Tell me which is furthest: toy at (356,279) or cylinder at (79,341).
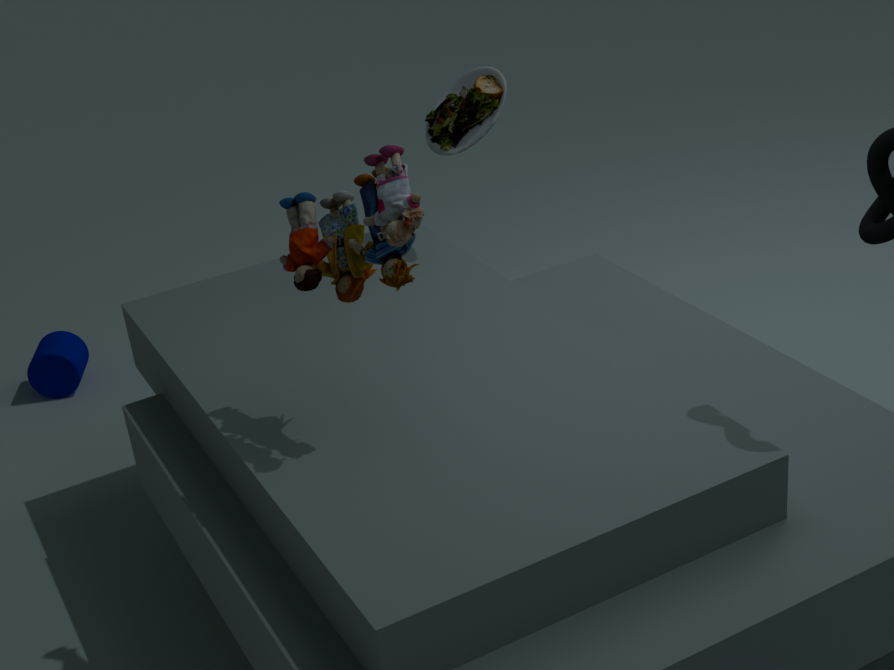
cylinder at (79,341)
